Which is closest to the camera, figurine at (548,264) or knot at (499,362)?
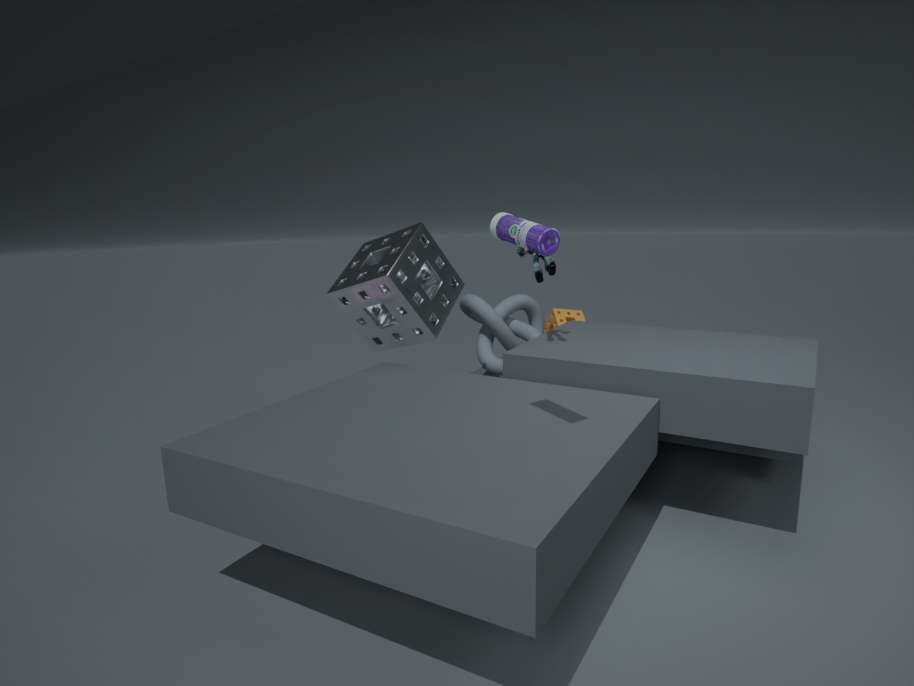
figurine at (548,264)
